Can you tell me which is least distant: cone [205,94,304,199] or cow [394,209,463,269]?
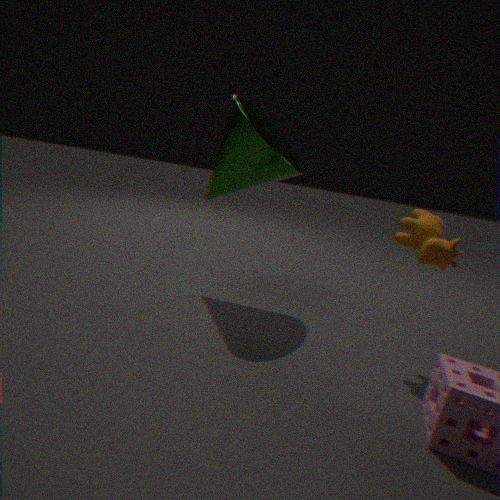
cow [394,209,463,269]
